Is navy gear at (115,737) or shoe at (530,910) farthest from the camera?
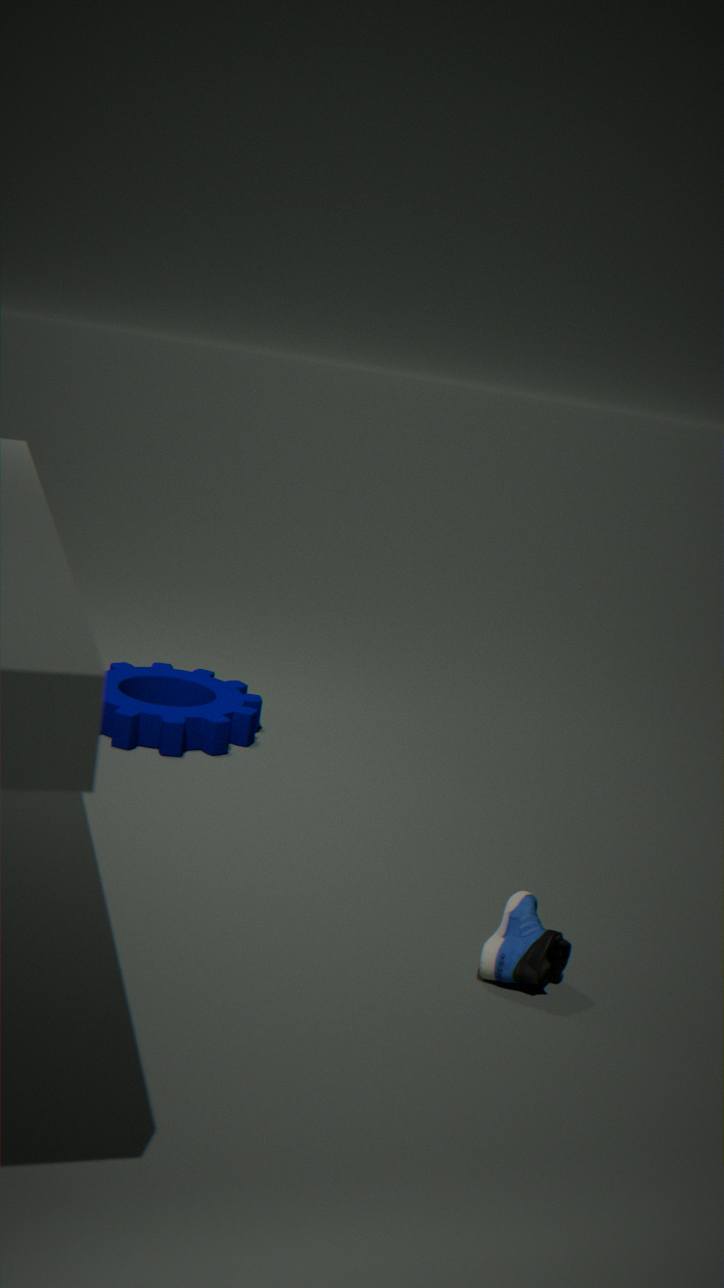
navy gear at (115,737)
